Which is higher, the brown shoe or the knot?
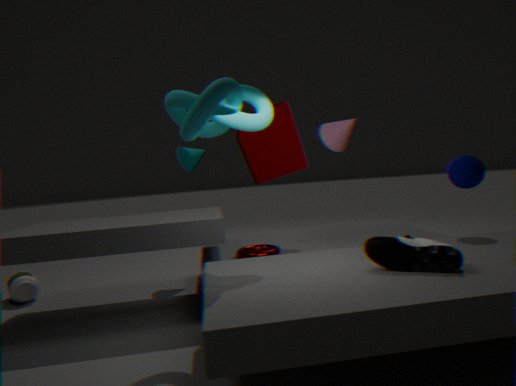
the knot
